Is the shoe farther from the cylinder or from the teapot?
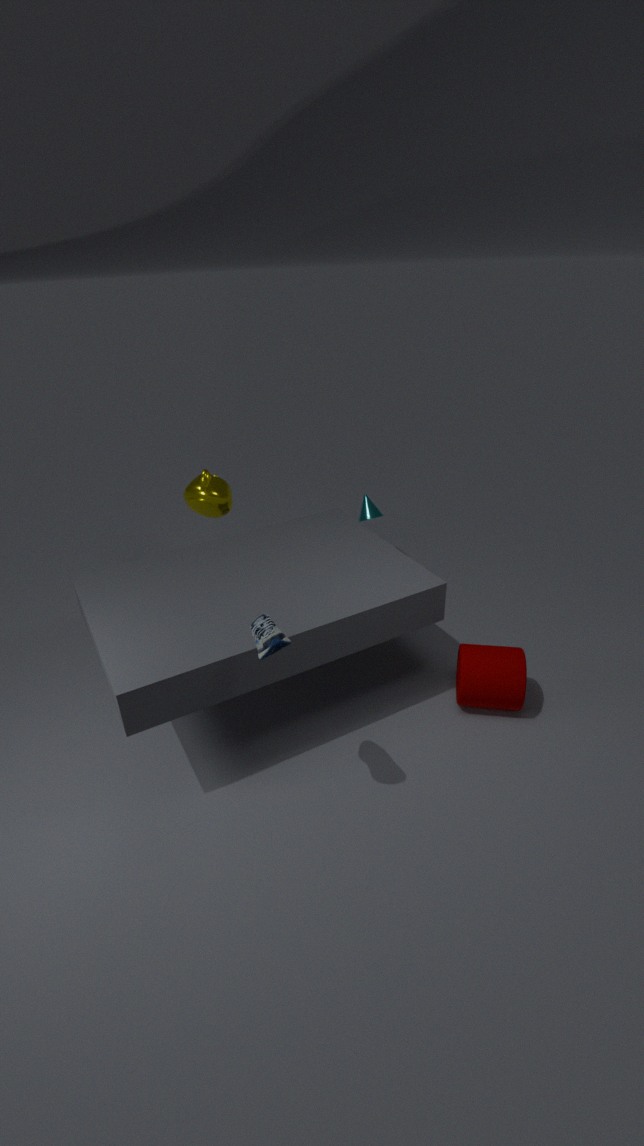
the teapot
